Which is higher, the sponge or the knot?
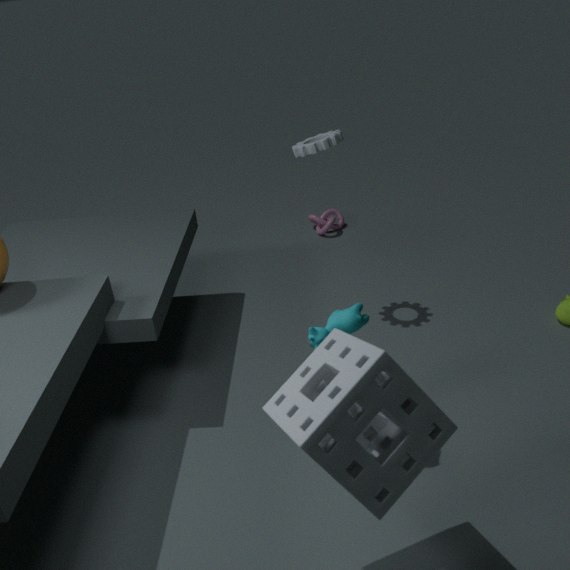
the sponge
